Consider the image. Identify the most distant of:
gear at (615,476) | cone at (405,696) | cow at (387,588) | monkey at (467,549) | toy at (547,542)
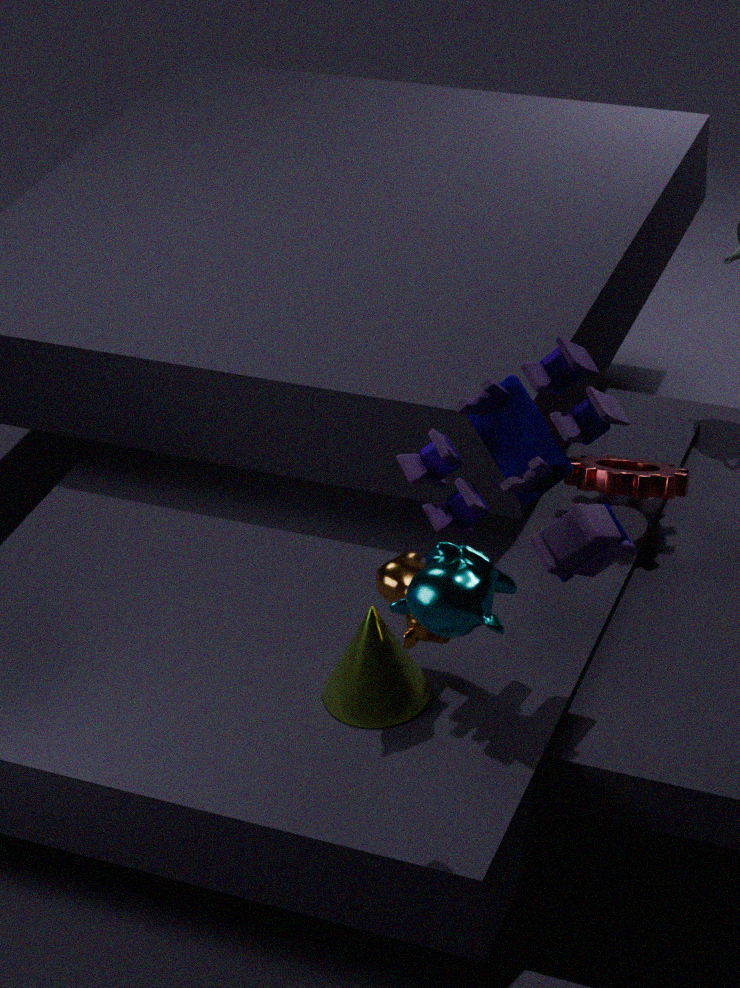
gear at (615,476)
